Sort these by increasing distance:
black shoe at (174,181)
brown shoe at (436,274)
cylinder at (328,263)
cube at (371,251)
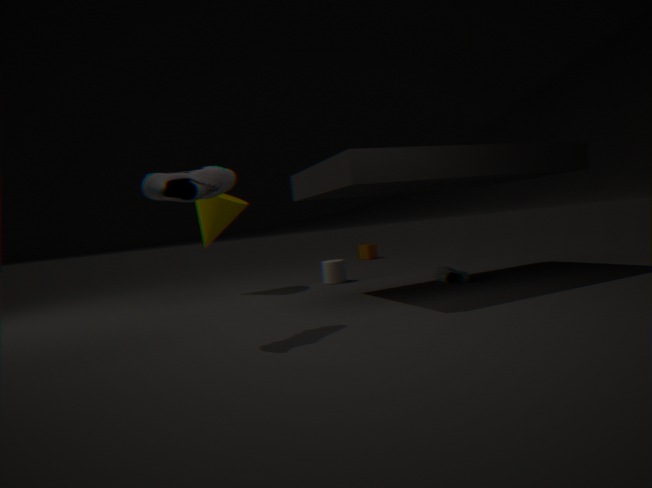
black shoe at (174,181)
brown shoe at (436,274)
cylinder at (328,263)
cube at (371,251)
